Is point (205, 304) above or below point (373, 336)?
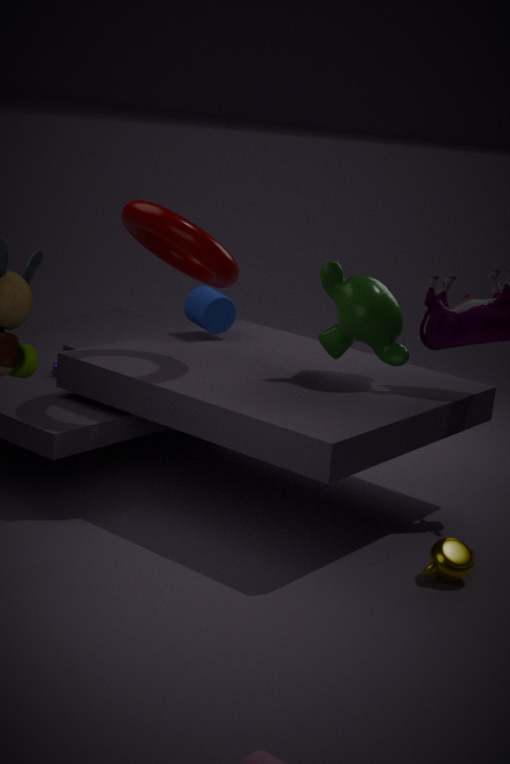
below
